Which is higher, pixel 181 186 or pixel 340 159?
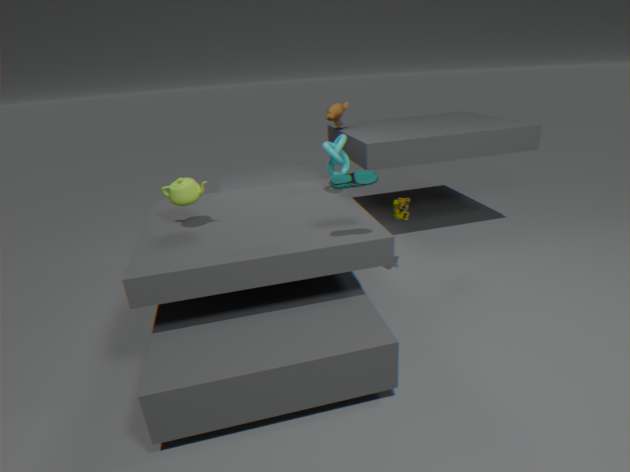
pixel 340 159
